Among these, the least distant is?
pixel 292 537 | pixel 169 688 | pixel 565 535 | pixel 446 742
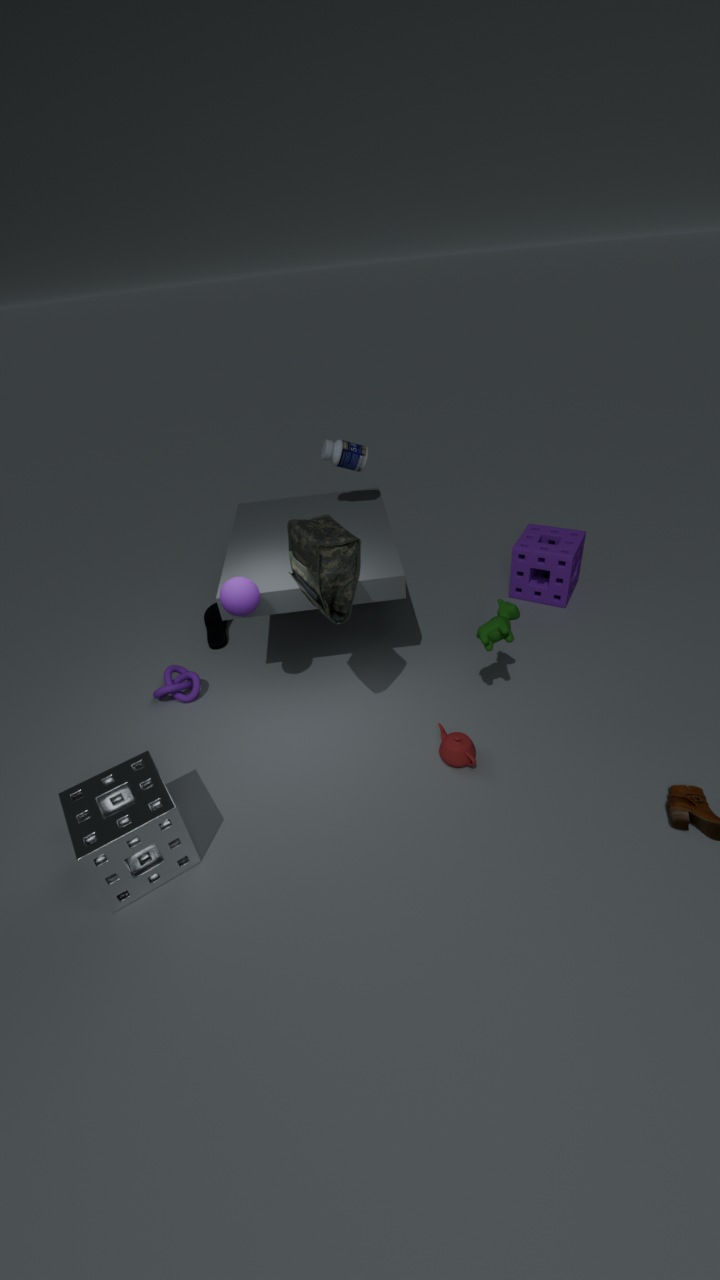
pixel 292 537
